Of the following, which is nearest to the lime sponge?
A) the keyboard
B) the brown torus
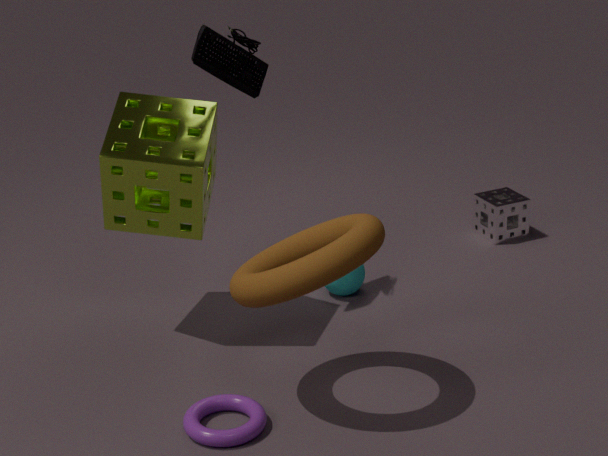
the keyboard
